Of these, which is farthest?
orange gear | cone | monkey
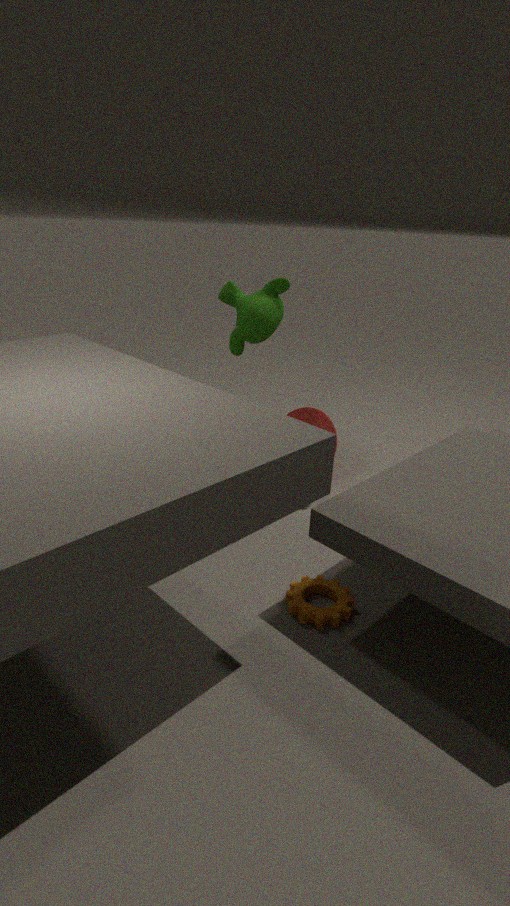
cone
